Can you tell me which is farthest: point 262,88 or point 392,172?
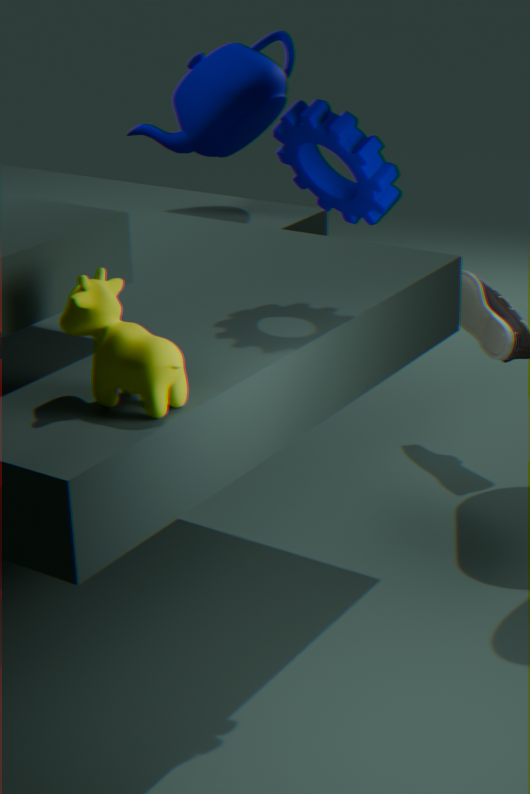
point 262,88
